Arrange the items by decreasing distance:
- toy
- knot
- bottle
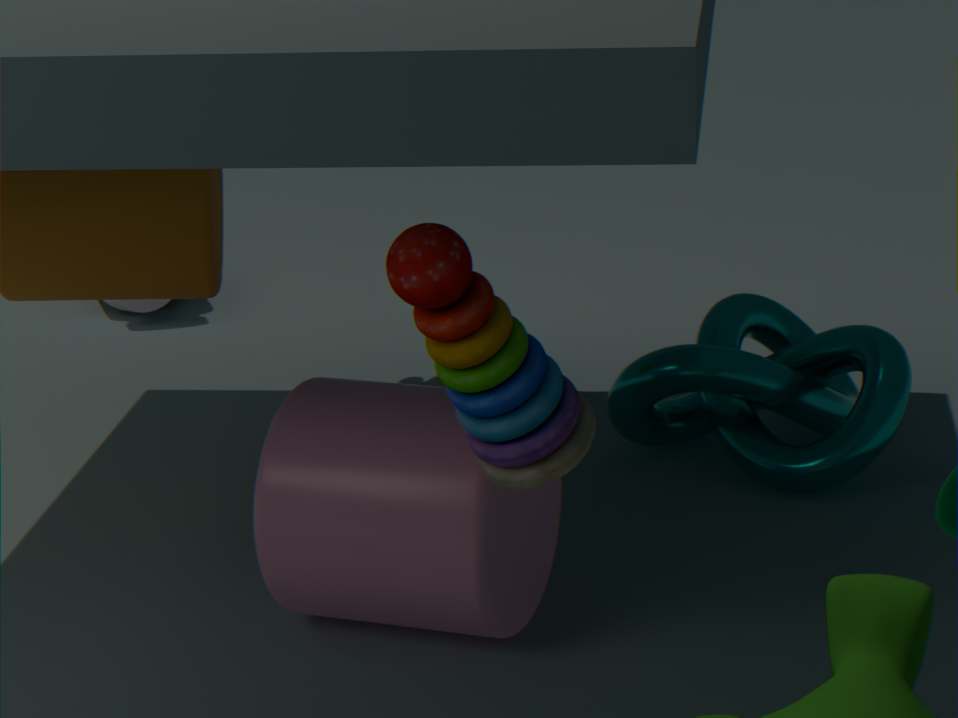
bottle → knot → toy
